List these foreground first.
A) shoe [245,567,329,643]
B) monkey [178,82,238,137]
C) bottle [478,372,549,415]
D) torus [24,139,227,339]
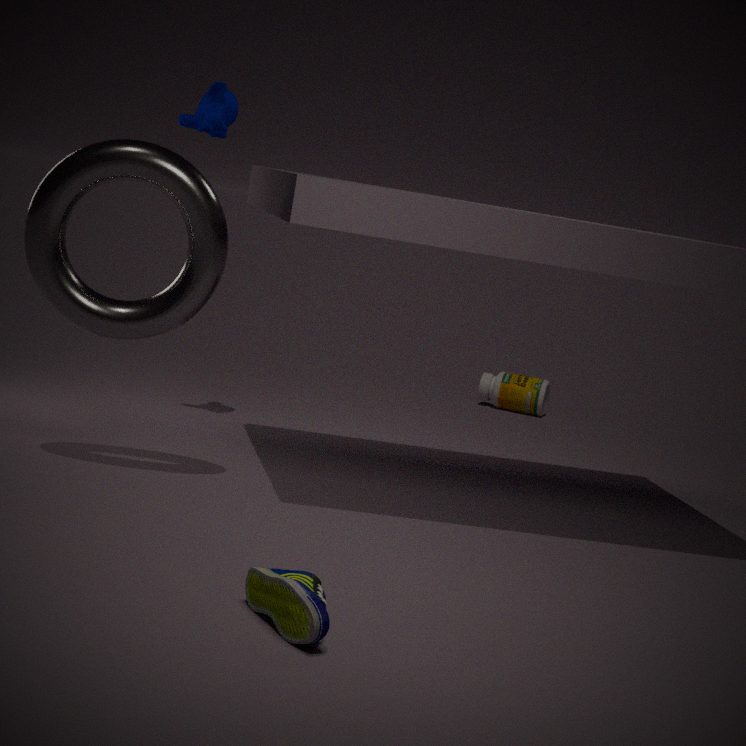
shoe [245,567,329,643]
torus [24,139,227,339]
monkey [178,82,238,137]
bottle [478,372,549,415]
